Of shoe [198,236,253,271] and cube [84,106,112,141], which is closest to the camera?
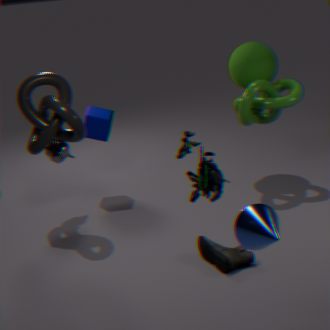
shoe [198,236,253,271]
